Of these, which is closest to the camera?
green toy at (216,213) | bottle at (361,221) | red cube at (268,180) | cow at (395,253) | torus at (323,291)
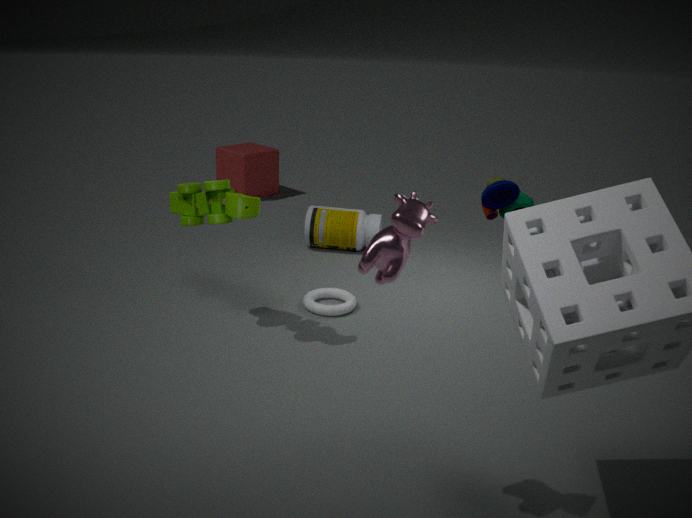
cow at (395,253)
